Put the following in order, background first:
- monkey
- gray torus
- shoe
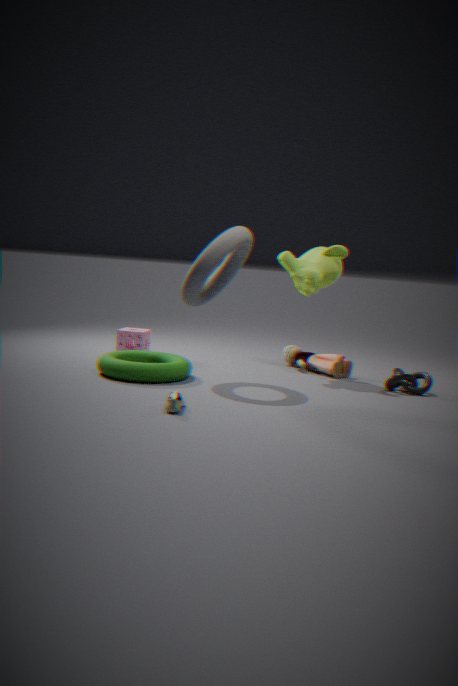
1. monkey
2. gray torus
3. shoe
